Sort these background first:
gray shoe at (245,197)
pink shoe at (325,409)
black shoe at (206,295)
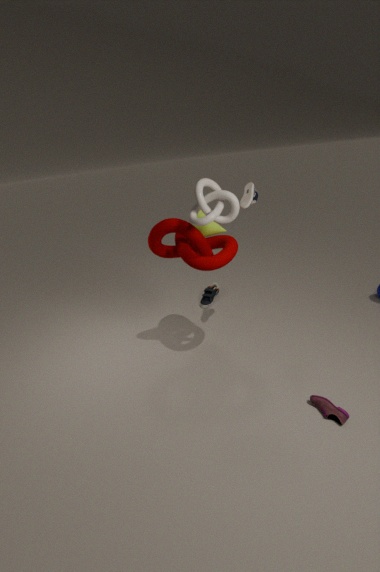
black shoe at (206,295)
gray shoe at (245,197)
pink shoe at (325,409)
